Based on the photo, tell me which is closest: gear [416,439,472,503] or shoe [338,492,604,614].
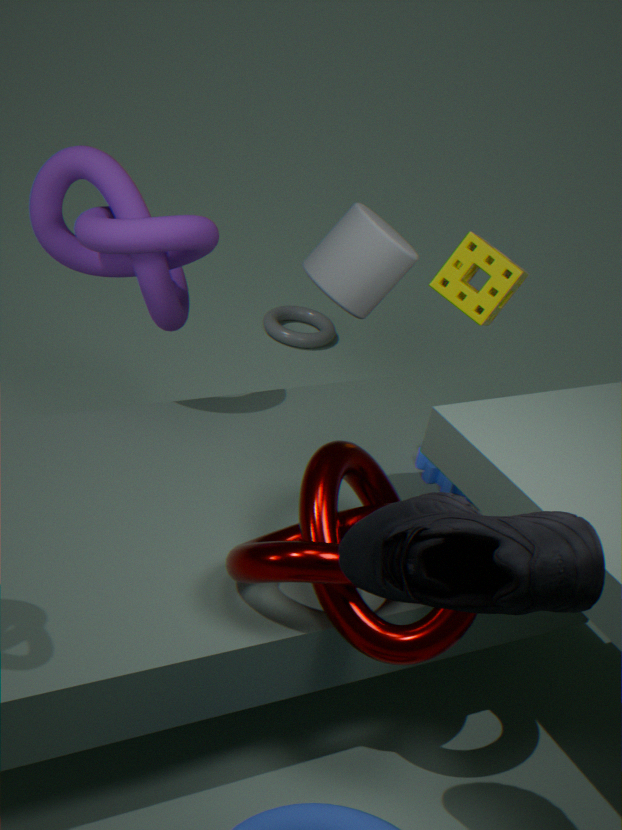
shoe [338,492,604,614]
